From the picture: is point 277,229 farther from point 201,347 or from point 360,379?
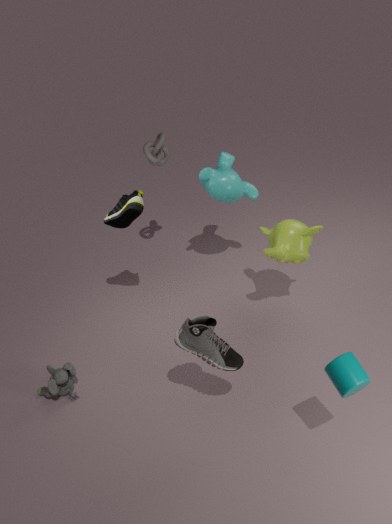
point 360,379
